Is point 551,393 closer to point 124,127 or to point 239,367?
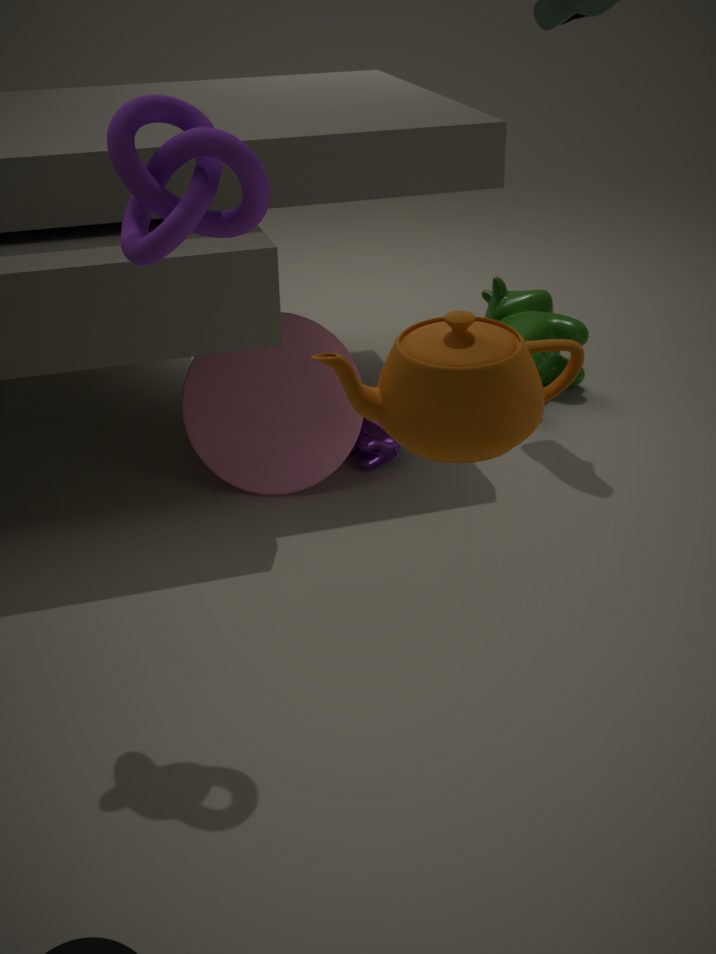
point 124,127
